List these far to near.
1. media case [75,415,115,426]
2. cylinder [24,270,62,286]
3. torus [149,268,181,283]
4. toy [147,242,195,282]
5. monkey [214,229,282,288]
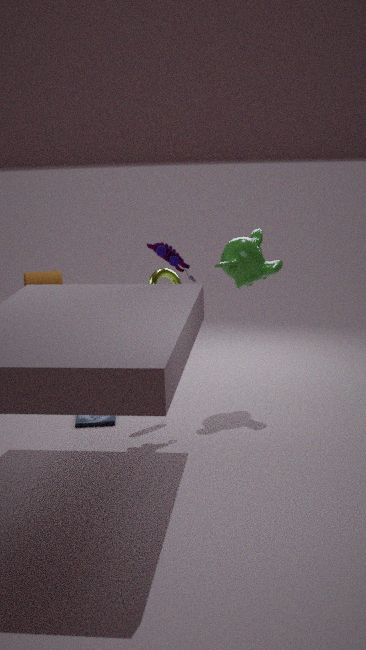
cylinder [24,270,62,286] < monkey [214,229,282,288] < torus [149,268,181,283] < media case [75,415,115,426] < toy [147,242,195,282]
